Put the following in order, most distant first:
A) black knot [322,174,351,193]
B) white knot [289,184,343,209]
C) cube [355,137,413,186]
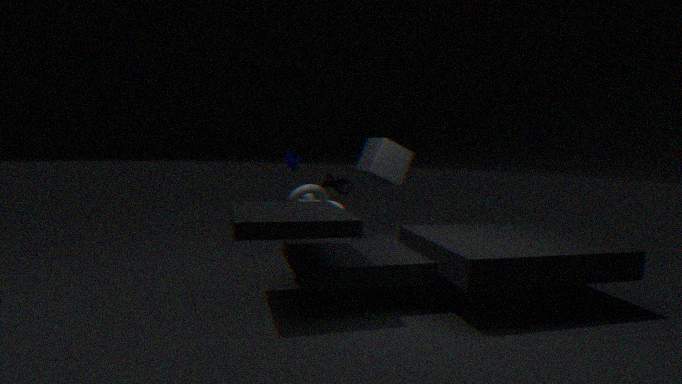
cube [355,137,413,186] < white knot [289,184,343,209] < black knot [322,174,351,193]
